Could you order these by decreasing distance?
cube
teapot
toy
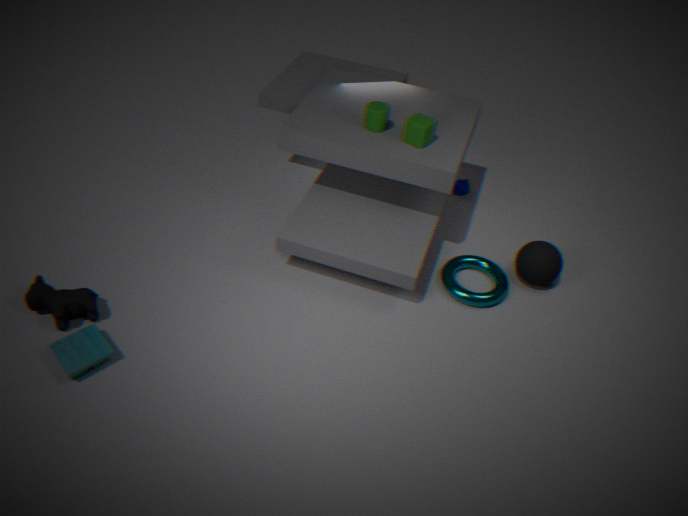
teapot, cube, toy
